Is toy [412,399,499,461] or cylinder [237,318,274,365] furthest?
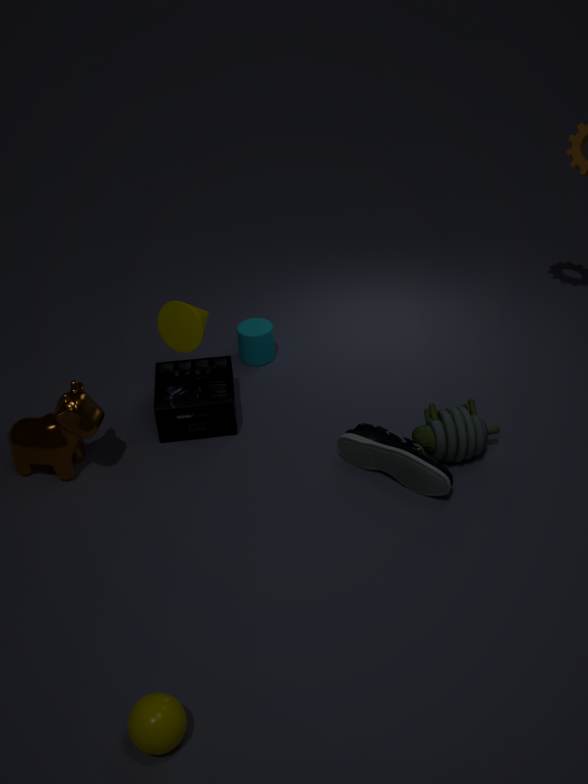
cylinder [237,318,274,365]
